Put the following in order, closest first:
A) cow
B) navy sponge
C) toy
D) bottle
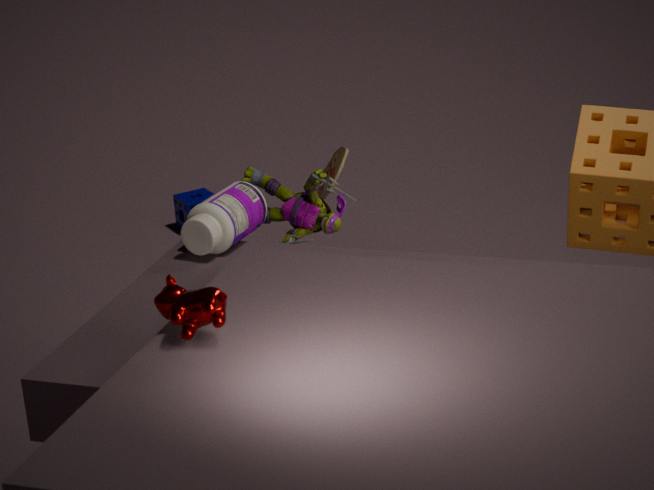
cow
bottle
toy
navy sponge
